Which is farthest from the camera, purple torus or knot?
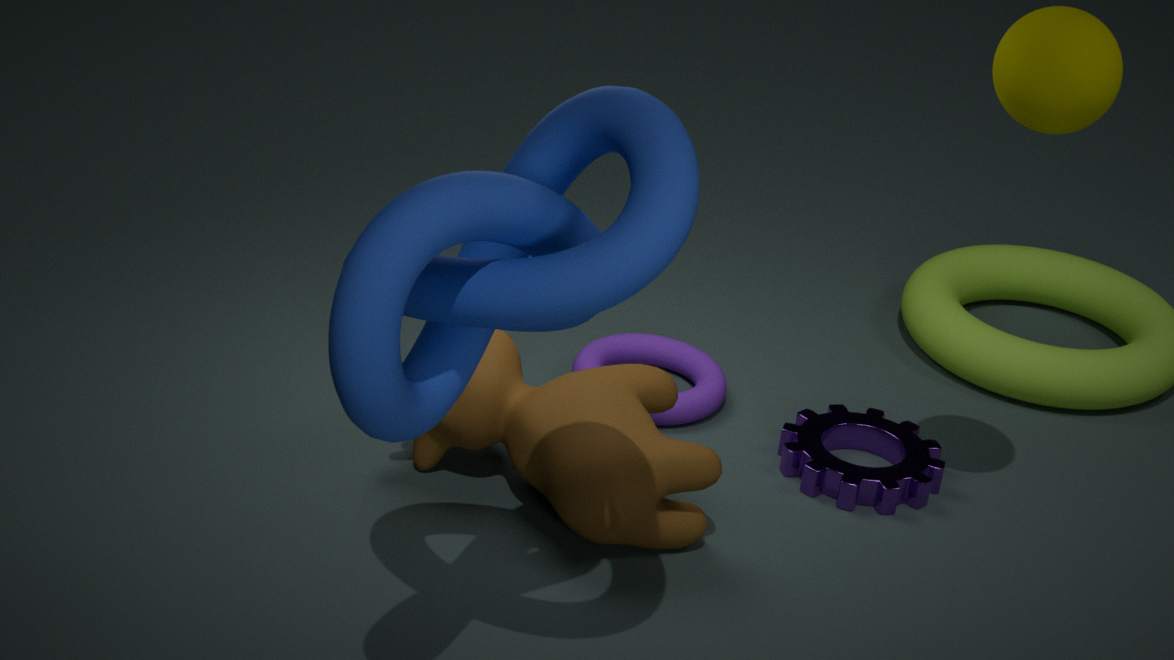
purple torus
